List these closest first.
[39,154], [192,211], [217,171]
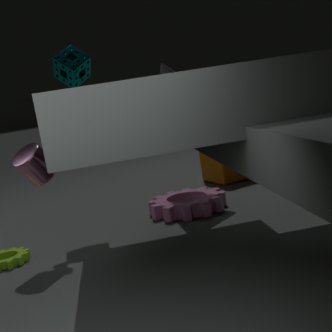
[39,154] → [192,211] → [217,171]
